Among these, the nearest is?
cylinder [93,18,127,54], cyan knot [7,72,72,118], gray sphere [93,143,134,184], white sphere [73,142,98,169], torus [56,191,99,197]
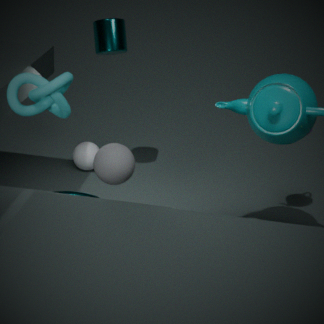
cyan knot [7,72,72,118]
